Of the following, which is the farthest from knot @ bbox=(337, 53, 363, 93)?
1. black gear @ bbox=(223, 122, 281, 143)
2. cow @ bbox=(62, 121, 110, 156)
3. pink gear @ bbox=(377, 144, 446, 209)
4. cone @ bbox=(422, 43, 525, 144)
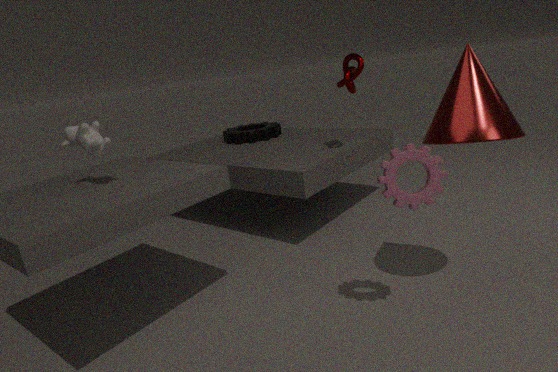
cow @ bbox=(62, 121, 110, 156)
